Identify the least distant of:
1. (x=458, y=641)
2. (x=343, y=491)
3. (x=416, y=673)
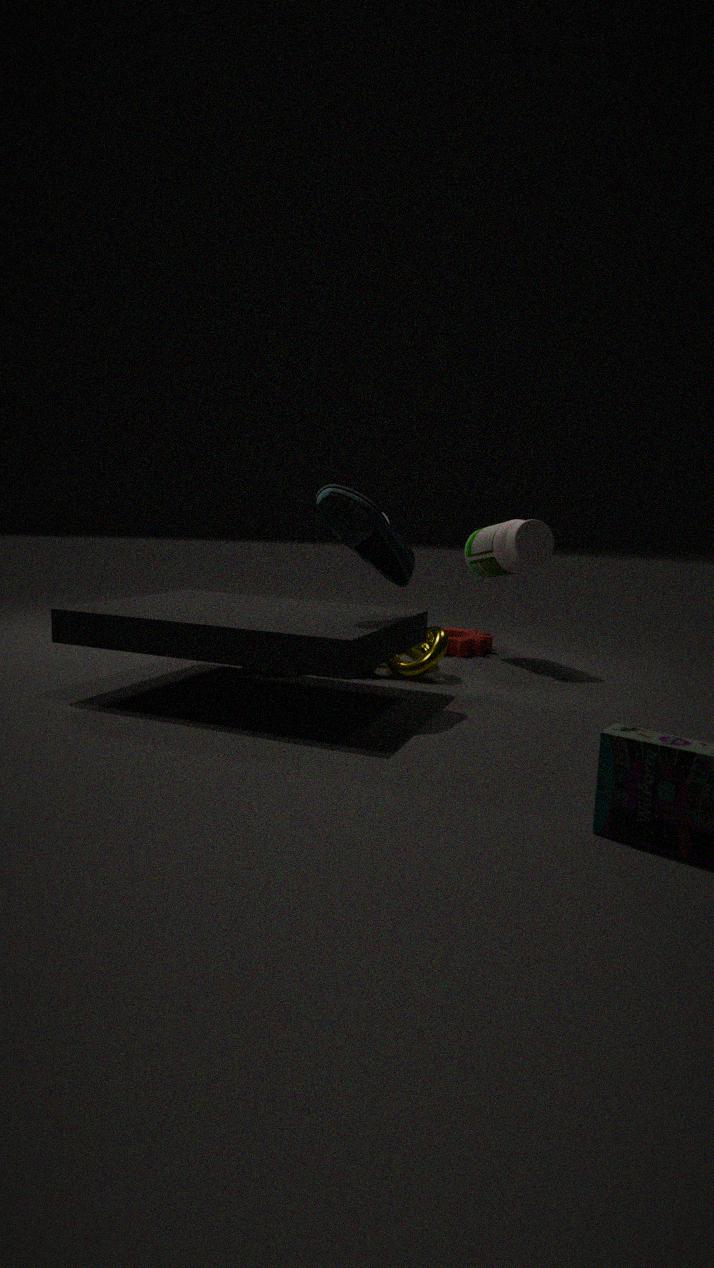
(x=343, y=491)
